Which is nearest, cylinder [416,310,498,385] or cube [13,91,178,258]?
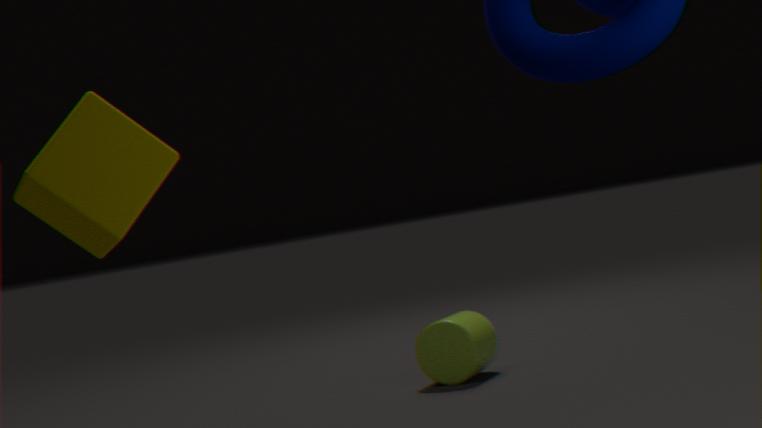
cube [13,91,178,258]
